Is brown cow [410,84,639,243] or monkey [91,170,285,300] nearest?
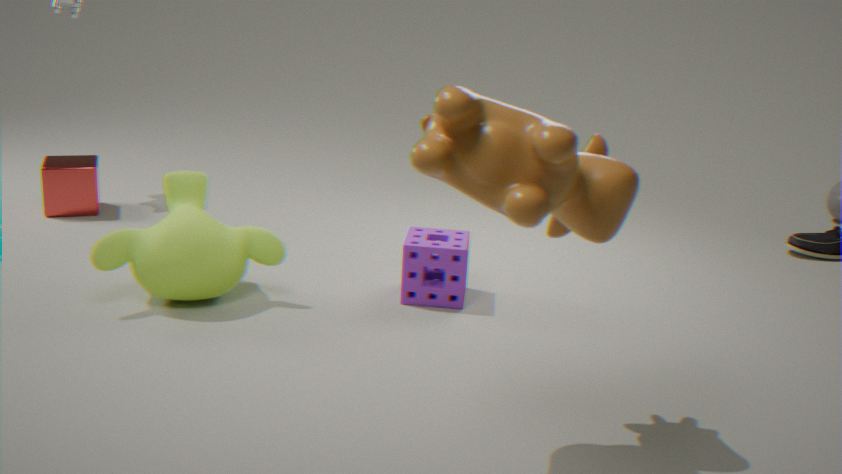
brown cow [410,84,639,243]
